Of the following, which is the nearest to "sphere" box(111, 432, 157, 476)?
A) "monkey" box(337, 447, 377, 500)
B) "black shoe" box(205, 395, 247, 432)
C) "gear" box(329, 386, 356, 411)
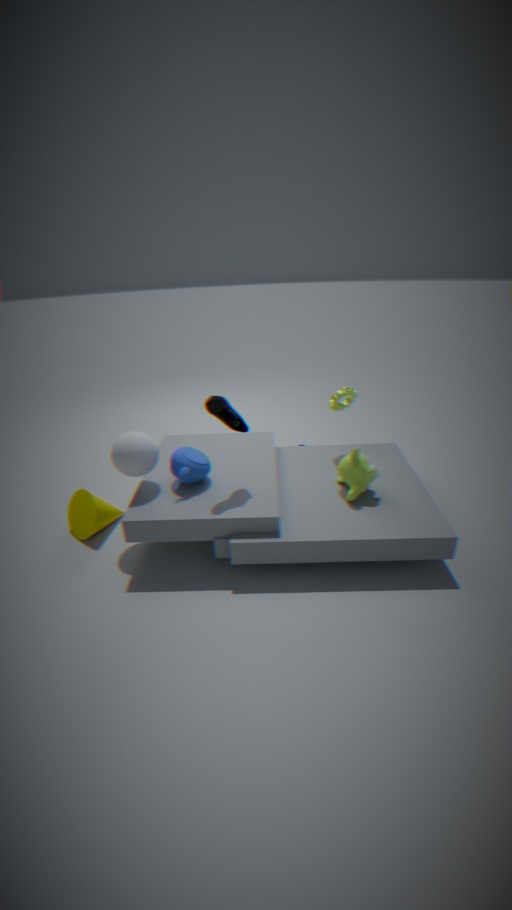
"black shoe" box(205, 395, 247, 432)
